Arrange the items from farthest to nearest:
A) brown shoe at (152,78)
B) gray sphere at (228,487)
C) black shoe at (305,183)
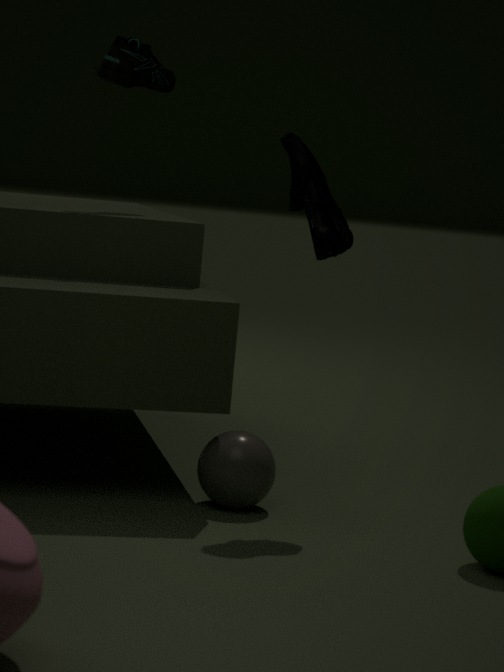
brown shoe at (152,78) < black shoe at (305,183) < gray sphere at (228,487)
